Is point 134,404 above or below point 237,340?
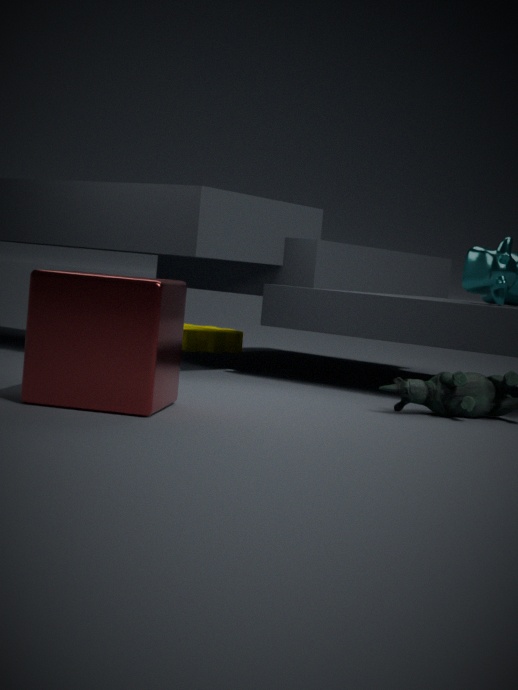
above
